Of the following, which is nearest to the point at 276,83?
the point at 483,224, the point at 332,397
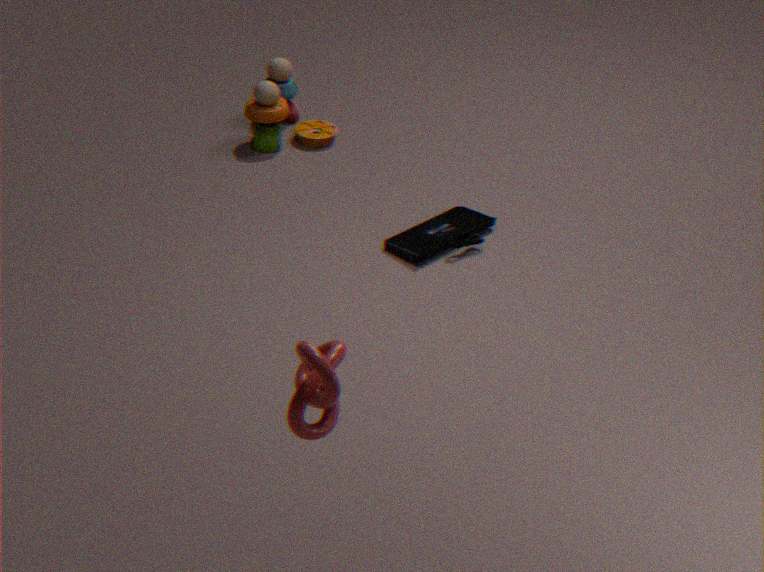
the point at 483,224
